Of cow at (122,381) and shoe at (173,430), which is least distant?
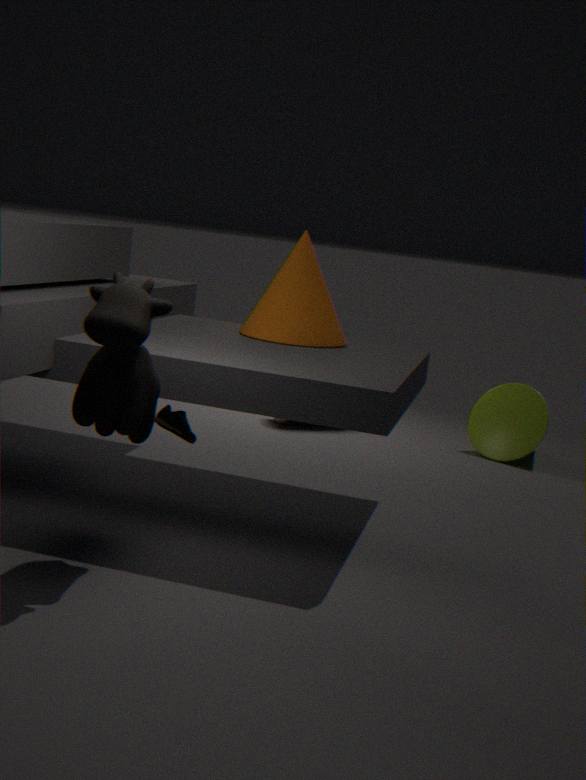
cow at (122,381)
